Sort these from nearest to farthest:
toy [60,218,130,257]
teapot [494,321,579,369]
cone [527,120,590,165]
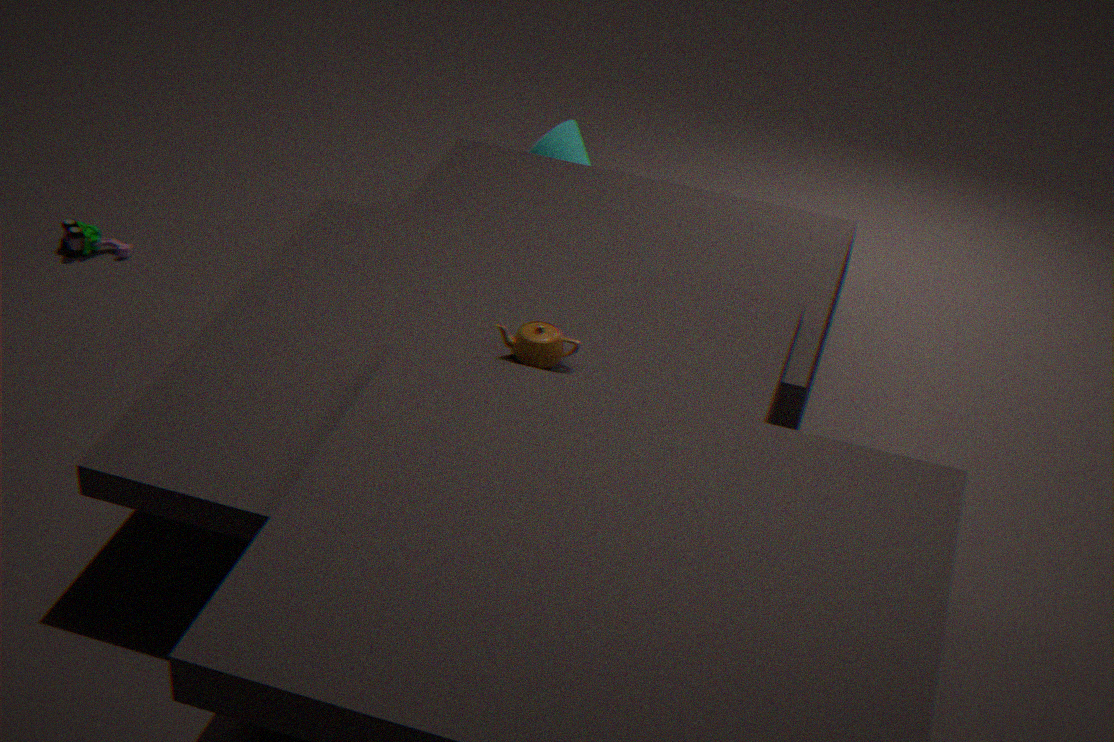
teapot [494,321,579,369] < toy [60,218,130,257] < cone [527,120,590,165]
